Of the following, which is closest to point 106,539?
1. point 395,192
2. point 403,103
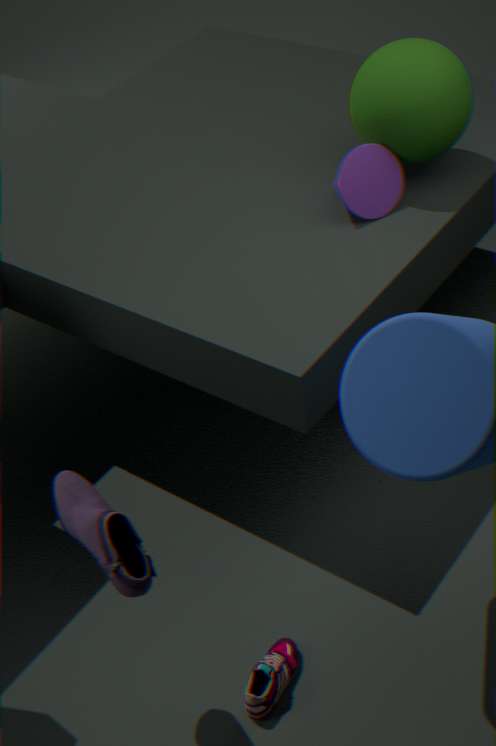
point 395,192
